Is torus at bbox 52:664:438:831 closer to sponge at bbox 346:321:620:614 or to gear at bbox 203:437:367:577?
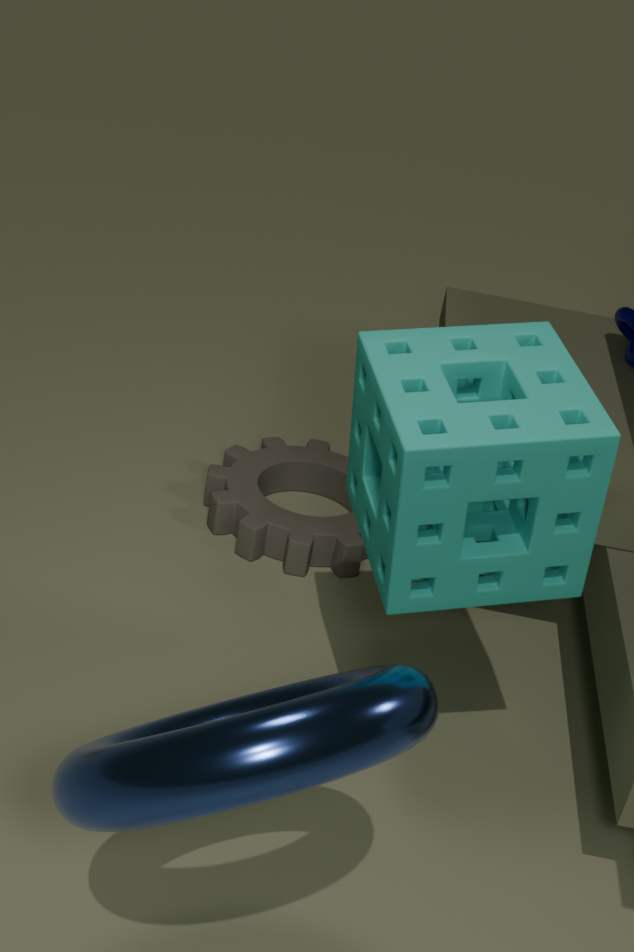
sponge at bbox 346:321:620:614
